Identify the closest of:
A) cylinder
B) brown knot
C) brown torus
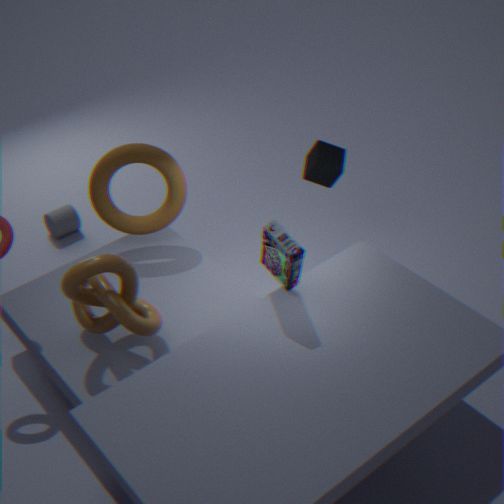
brown knot
